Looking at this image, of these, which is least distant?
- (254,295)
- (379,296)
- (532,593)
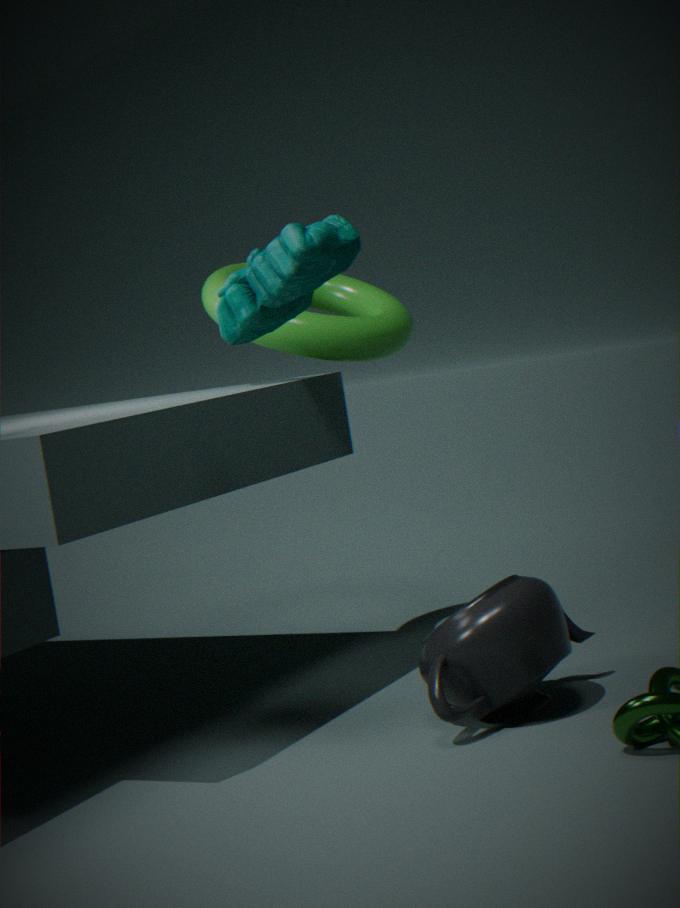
(254,295)
